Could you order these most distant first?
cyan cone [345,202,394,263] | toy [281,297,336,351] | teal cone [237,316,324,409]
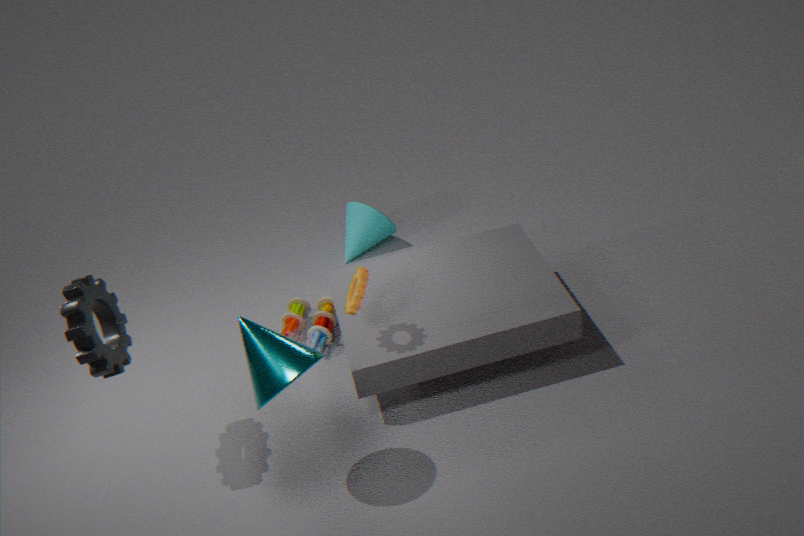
cyan cone [345,202,394,263] < toy [281,297,336,351] < teal cone [237,316,324,409]
